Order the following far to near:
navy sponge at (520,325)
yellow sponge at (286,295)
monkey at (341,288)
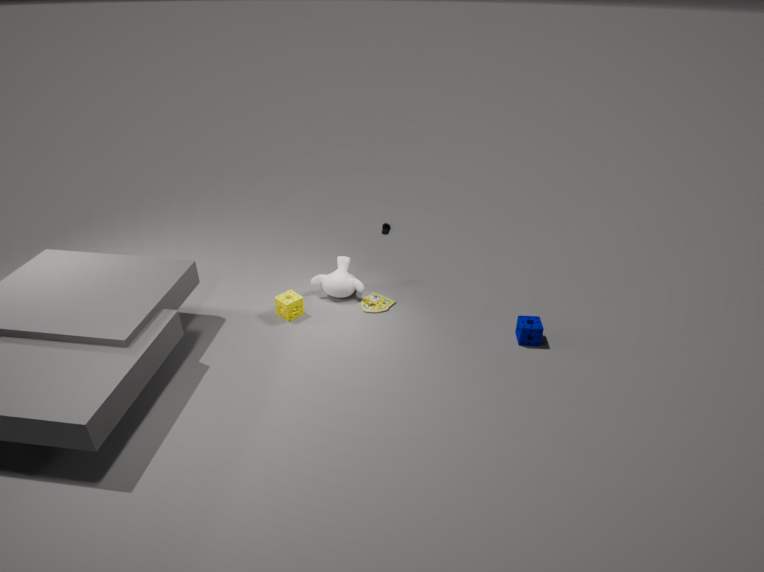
monkey at (341,288)
yellow sponge at (286,295)
navy sponge at (520,325)
